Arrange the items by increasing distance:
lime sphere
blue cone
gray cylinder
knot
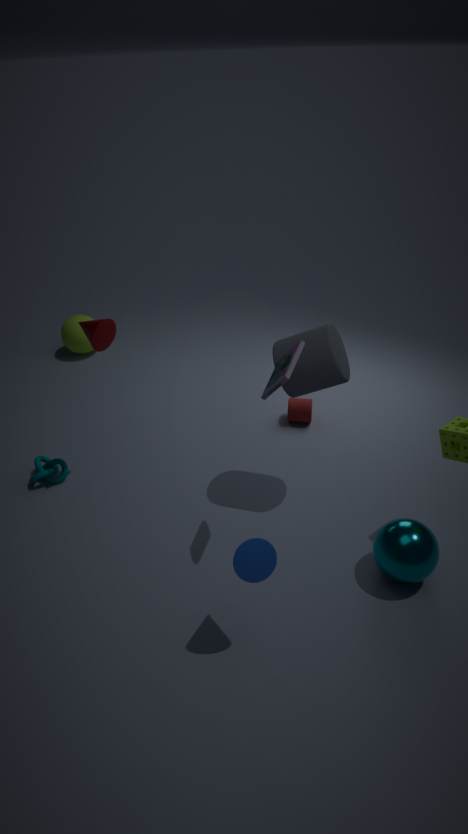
1. blue cone
2. gray cylinder
3. knot
4. lime sphere
